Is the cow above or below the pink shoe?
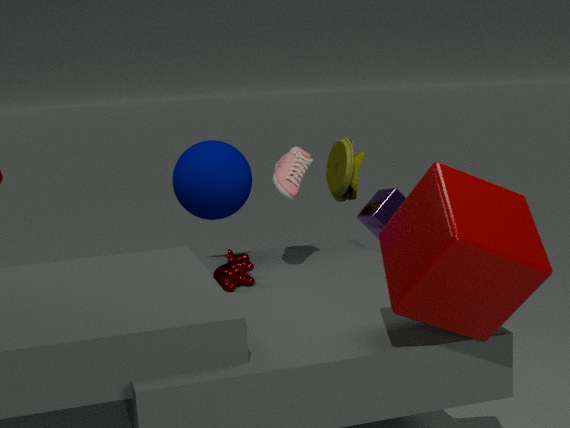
below
